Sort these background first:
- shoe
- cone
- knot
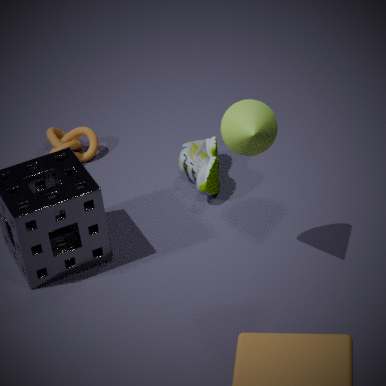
knot, shoe, cone
